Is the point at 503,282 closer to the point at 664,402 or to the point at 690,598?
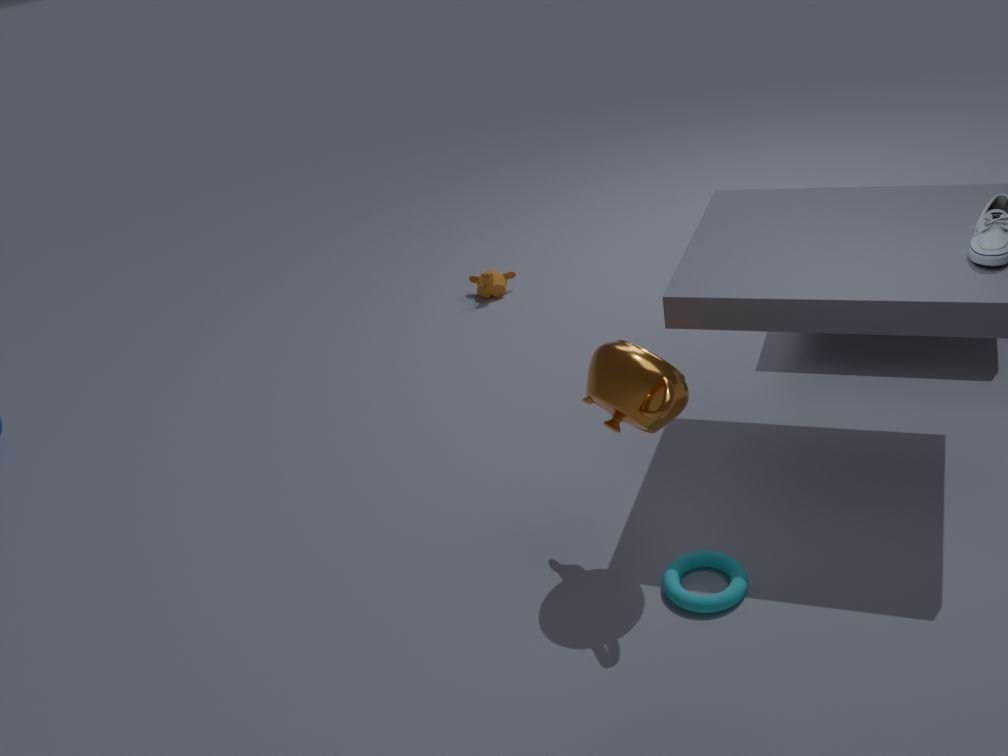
the point at 664,402
